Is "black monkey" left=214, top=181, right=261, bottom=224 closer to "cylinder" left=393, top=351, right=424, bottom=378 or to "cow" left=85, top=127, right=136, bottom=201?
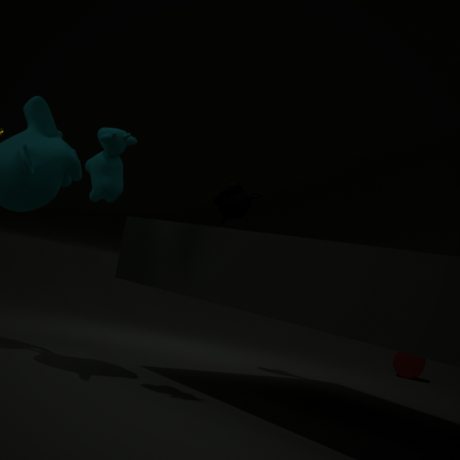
"cow" left=85, top=127, right=136, bottom=201
